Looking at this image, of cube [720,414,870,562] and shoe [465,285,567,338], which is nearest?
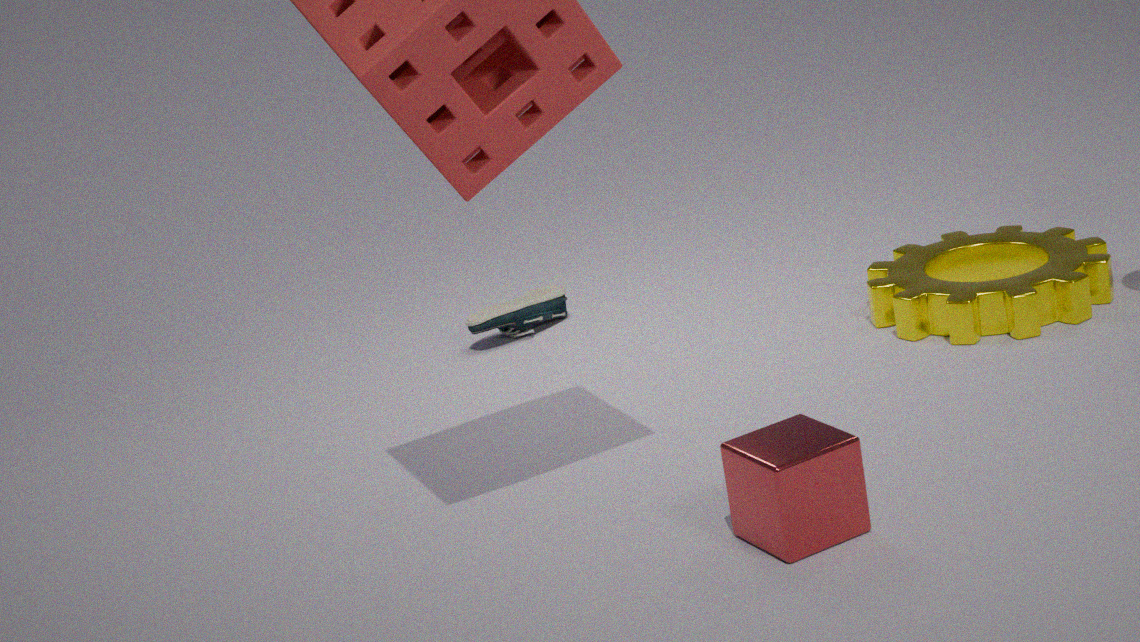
cube [720,414,870,562]
